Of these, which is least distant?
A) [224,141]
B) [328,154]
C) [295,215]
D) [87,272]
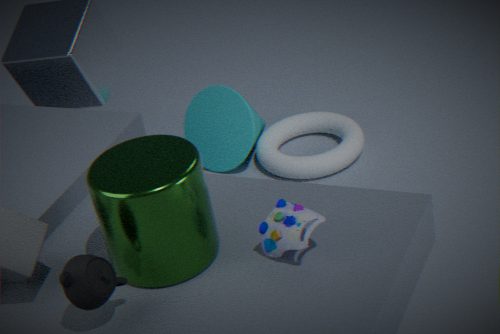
[87,272]
